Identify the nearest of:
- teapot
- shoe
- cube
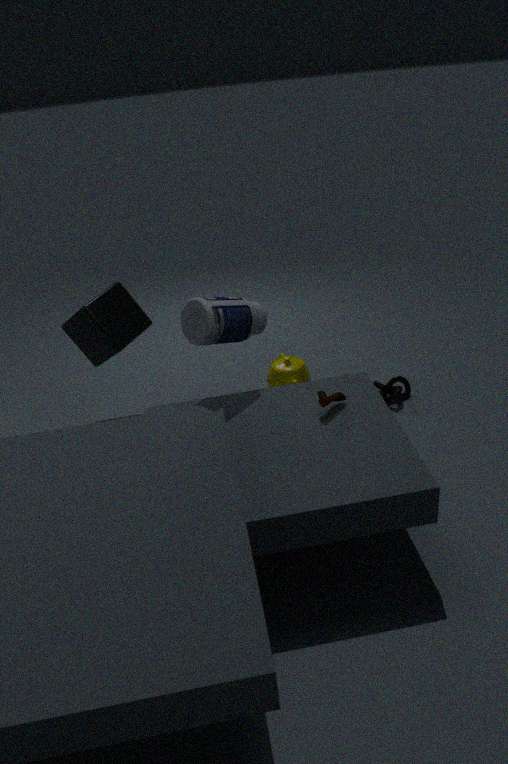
shoe
